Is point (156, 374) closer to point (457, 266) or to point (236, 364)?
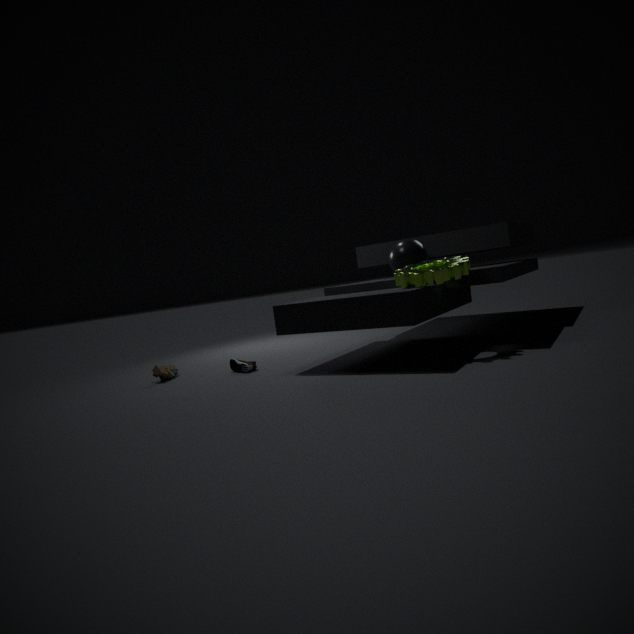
point (236, 364)
